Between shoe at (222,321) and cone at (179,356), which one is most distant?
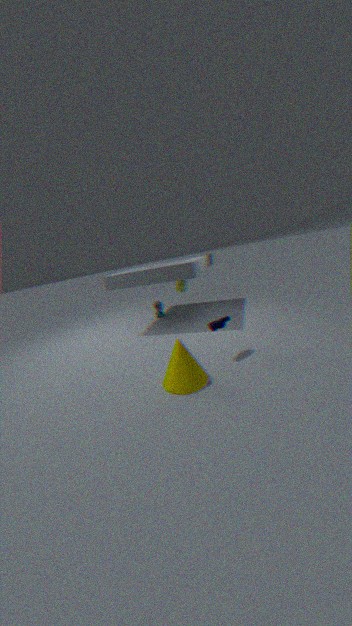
shoe at (222,321)
